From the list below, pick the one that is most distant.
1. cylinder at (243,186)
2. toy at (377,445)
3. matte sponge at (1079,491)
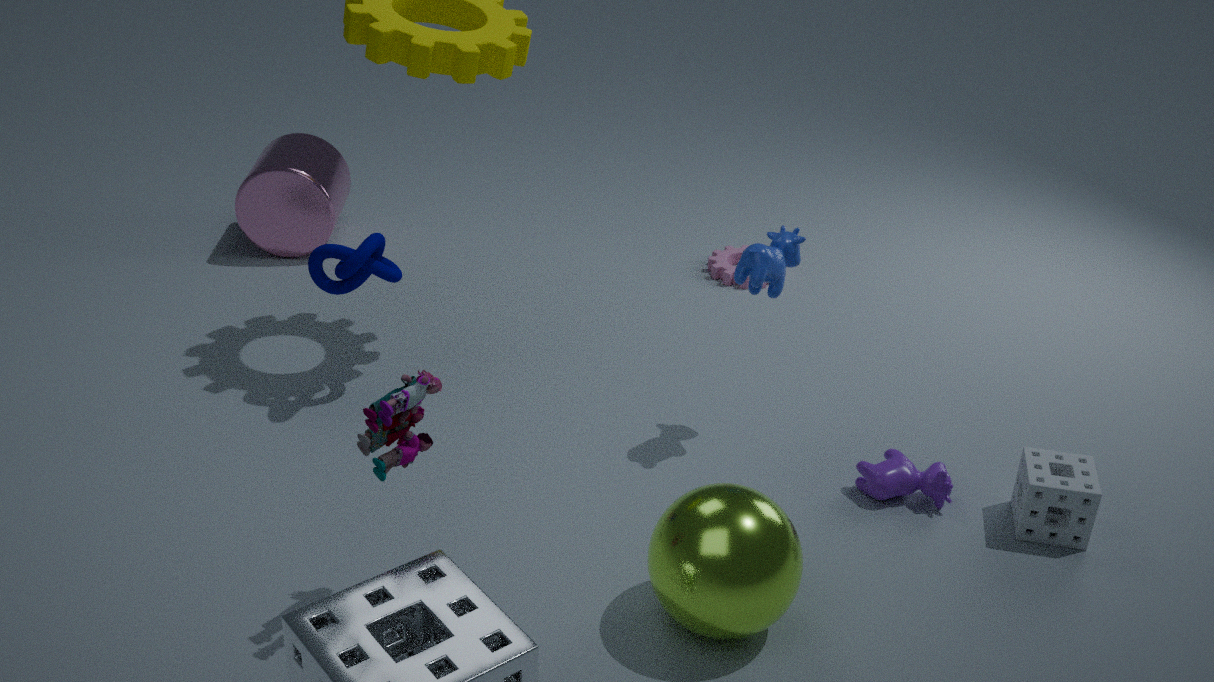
cylinder at (243,186)
